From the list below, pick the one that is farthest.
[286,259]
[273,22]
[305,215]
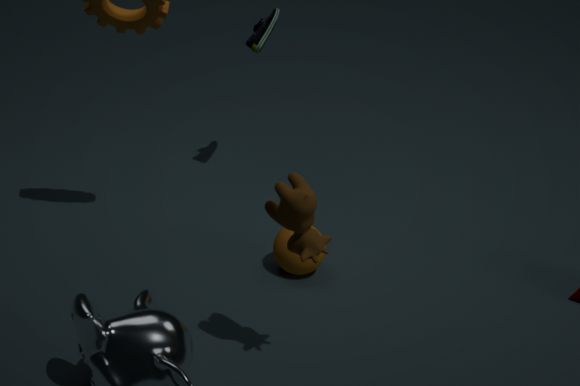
[273,22]
